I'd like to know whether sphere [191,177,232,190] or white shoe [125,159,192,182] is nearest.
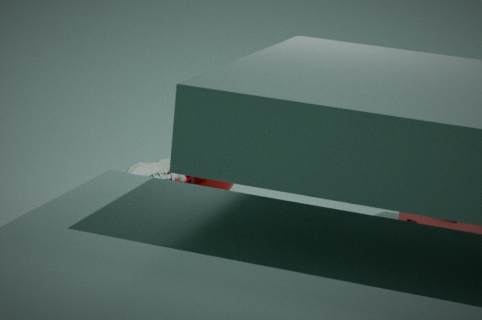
white shoe [125,159,192,182]
